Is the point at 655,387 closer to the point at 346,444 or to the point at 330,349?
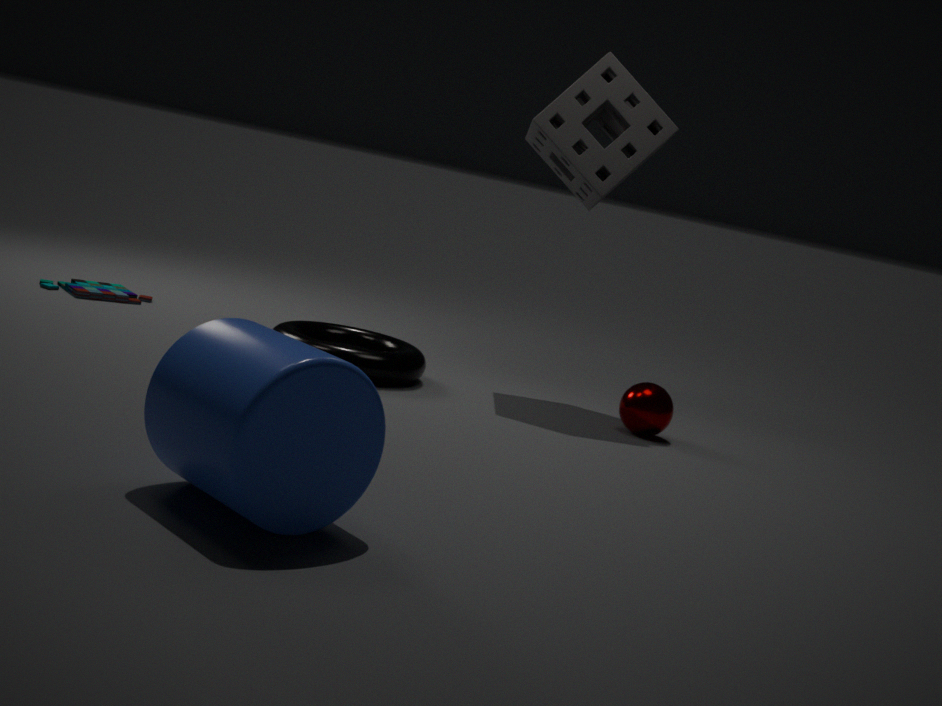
the point at 330,349
